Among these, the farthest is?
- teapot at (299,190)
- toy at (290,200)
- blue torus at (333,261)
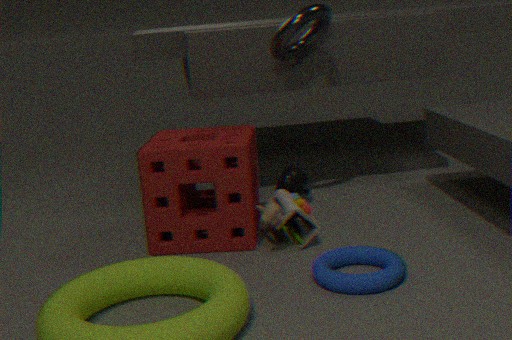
teapot at (299,190)
